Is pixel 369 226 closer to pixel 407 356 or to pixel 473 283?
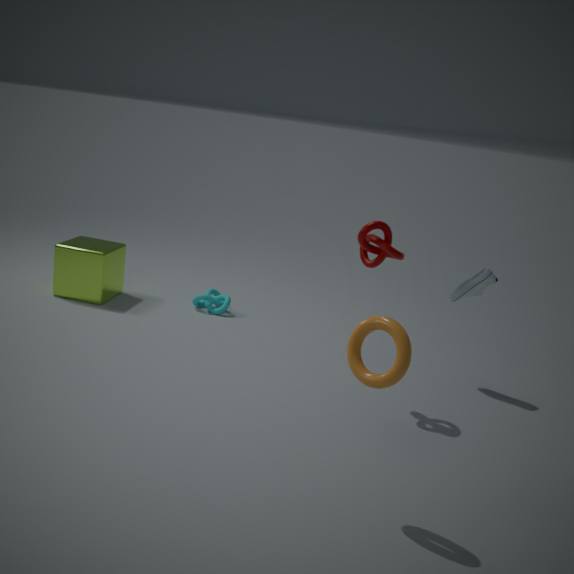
pixel 473 283
